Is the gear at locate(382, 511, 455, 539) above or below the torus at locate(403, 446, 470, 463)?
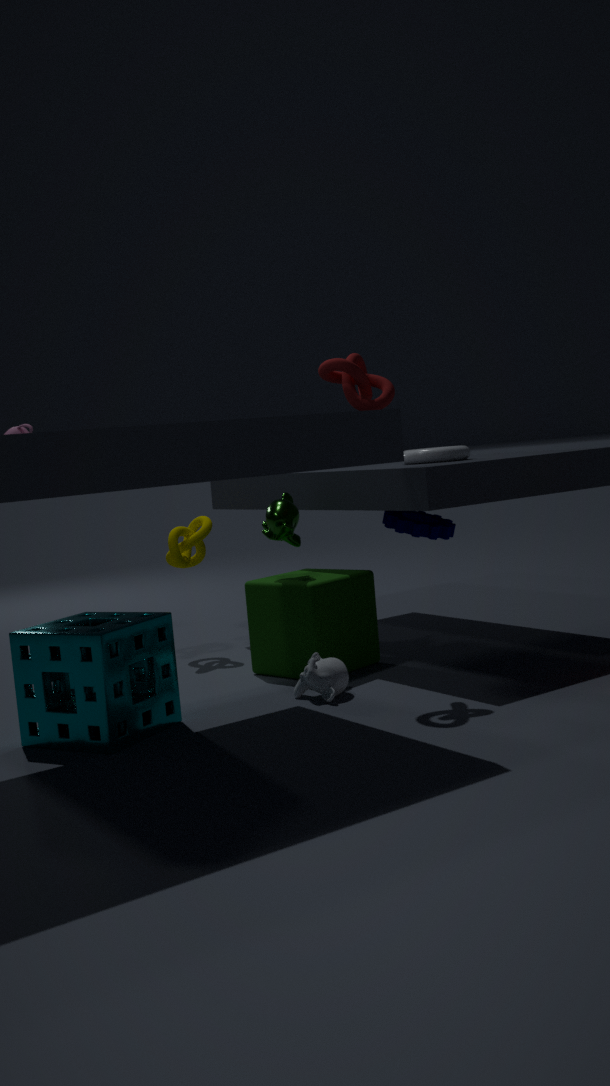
below
